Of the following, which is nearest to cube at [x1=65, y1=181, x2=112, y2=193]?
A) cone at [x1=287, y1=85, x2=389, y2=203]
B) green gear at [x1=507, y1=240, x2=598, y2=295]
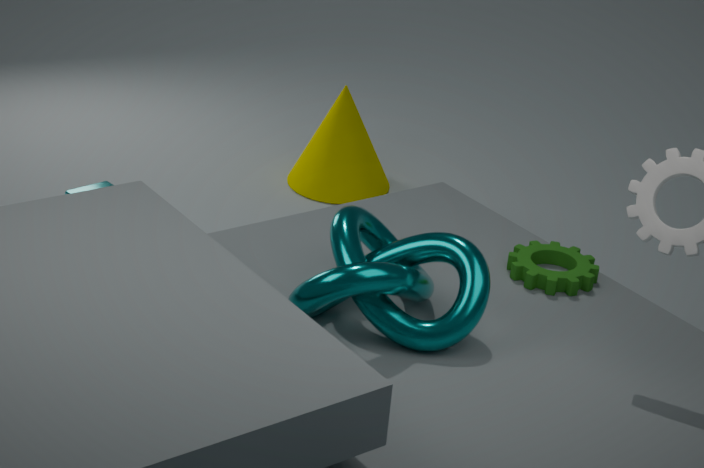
cone at [x1=287, y1=85, x2=389, y2=203]
